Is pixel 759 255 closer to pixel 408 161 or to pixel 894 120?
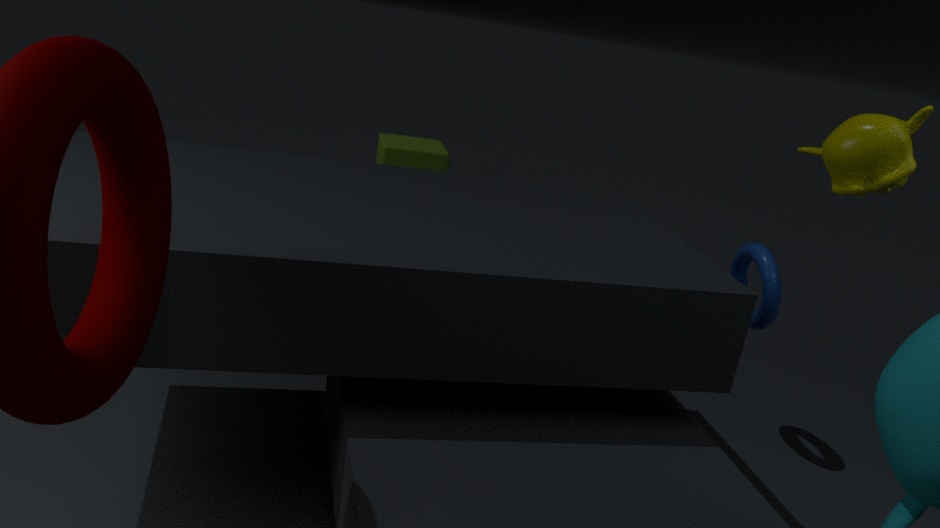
pixel 894 120
